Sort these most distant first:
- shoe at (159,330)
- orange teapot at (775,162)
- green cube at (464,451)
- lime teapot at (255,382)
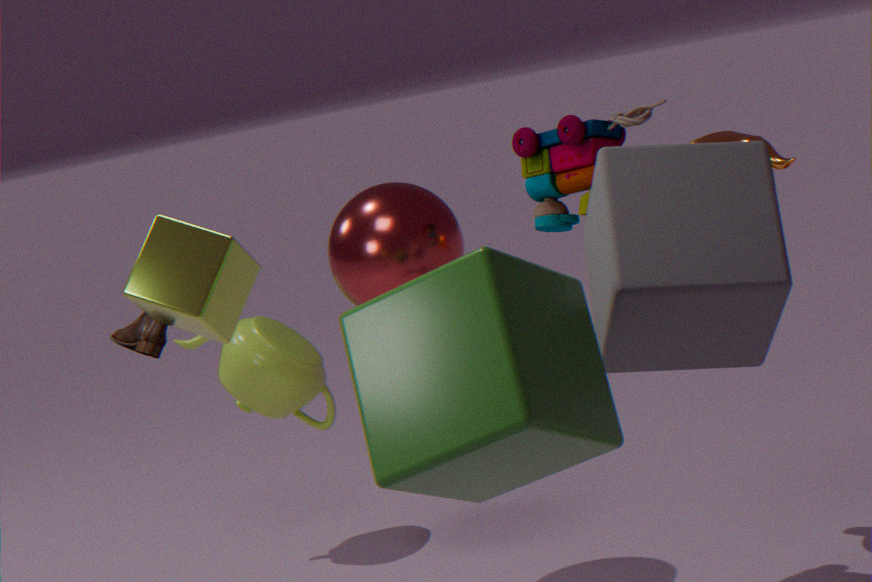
lime teapot at (255,382) → orange teapot at (775,162) → shoe at (159,330) → green cube at (464,451)
